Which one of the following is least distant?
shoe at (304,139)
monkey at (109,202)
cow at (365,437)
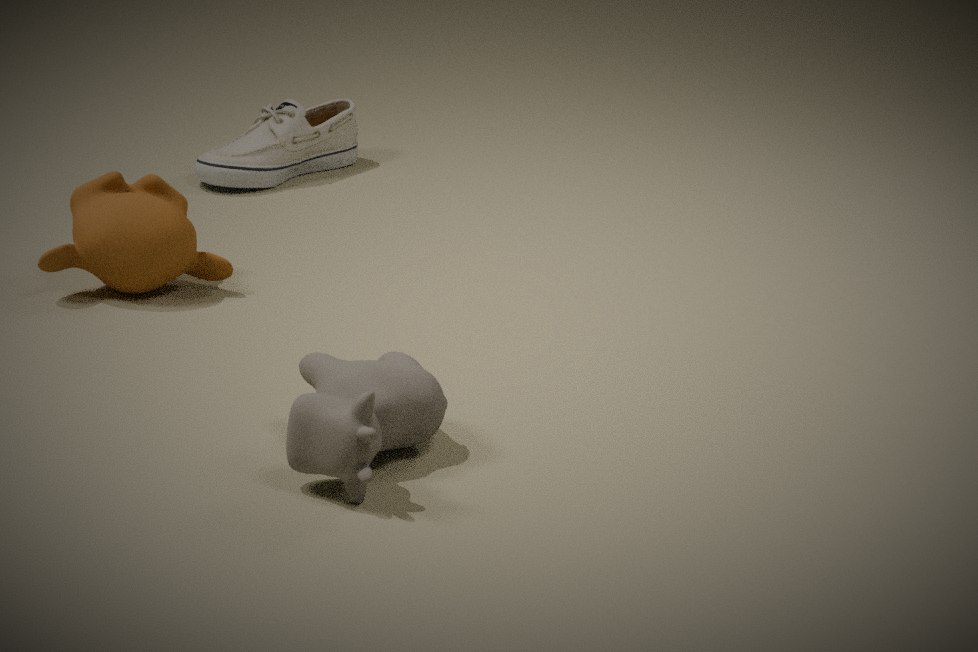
cow at (365,437)
